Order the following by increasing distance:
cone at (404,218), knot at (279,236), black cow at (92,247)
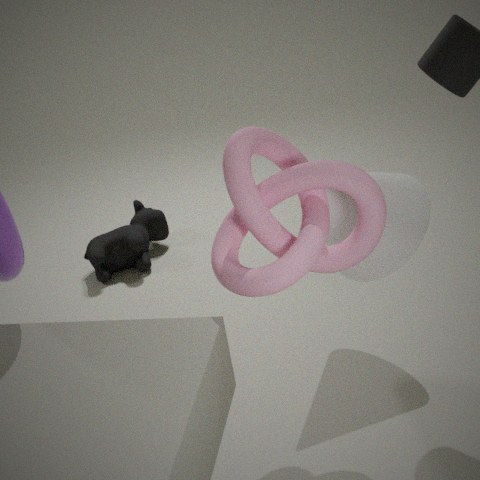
knot at (279,236), cone at (404,218), black cow at (92,247)
